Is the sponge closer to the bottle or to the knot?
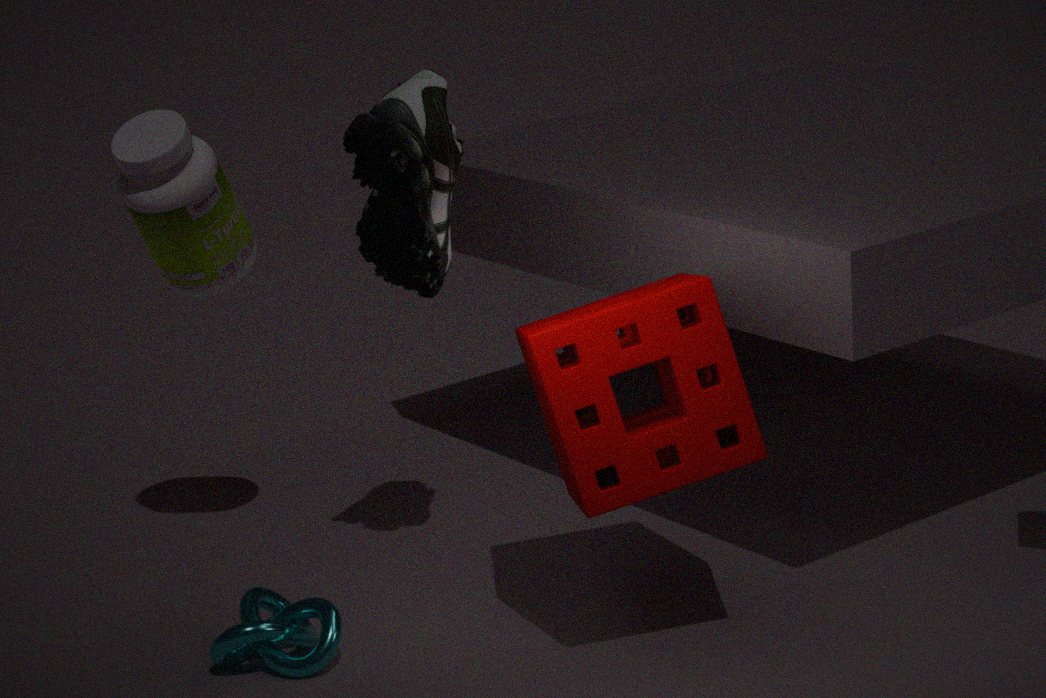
the knot
